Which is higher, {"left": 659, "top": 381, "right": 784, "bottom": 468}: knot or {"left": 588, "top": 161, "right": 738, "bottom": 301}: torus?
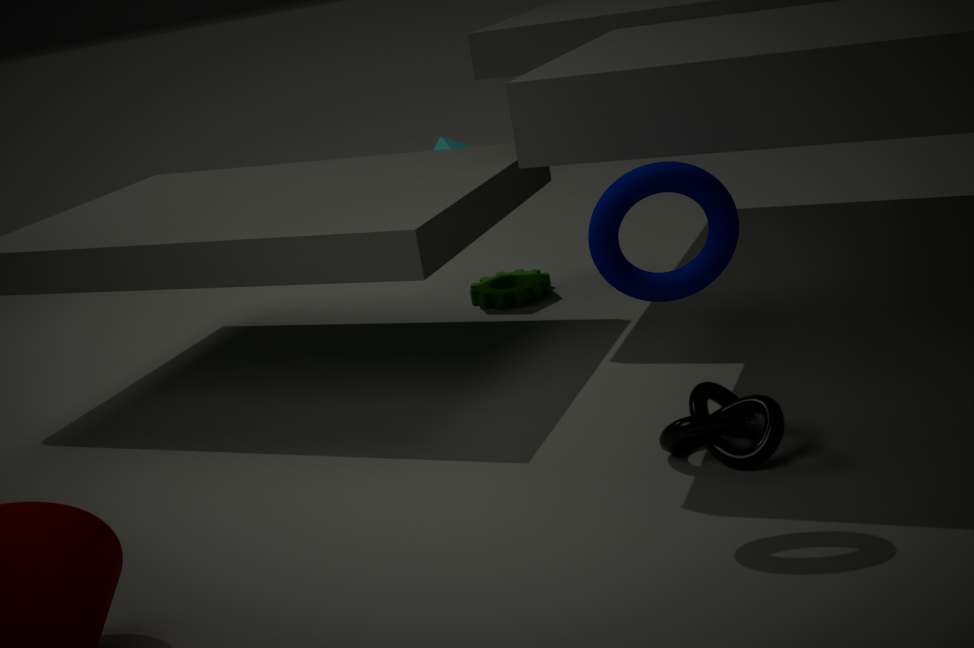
{"left": 588, "top": 161, "right": 738, "bottom": 301}: torus
